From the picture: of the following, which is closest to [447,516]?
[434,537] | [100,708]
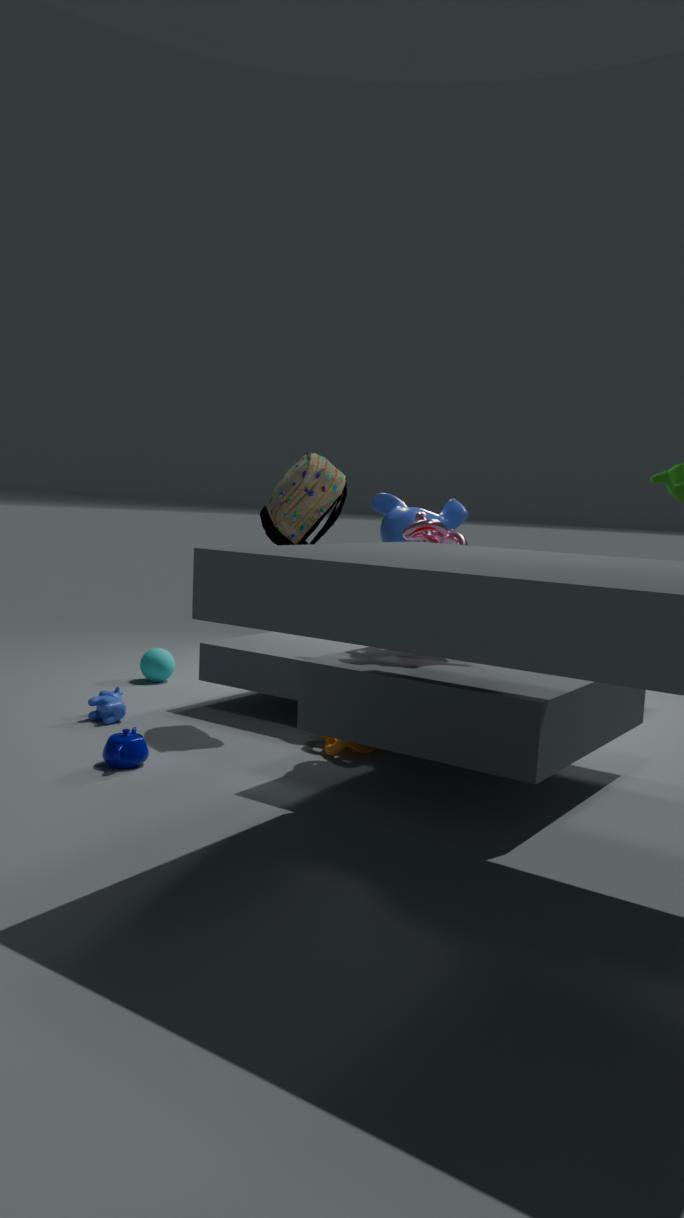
[434,537]
